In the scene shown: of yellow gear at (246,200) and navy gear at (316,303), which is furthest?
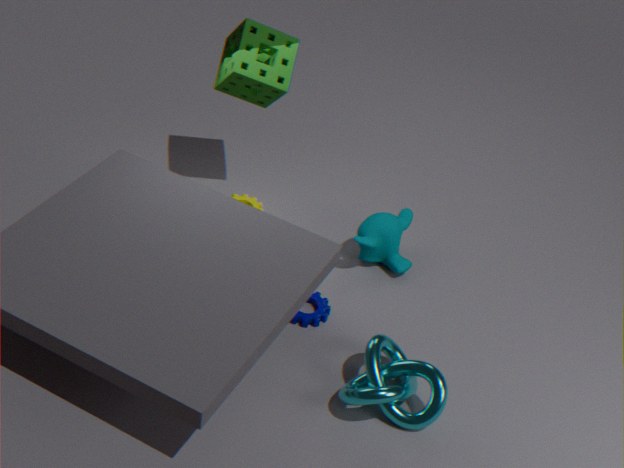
yellow gear at (246,200)
